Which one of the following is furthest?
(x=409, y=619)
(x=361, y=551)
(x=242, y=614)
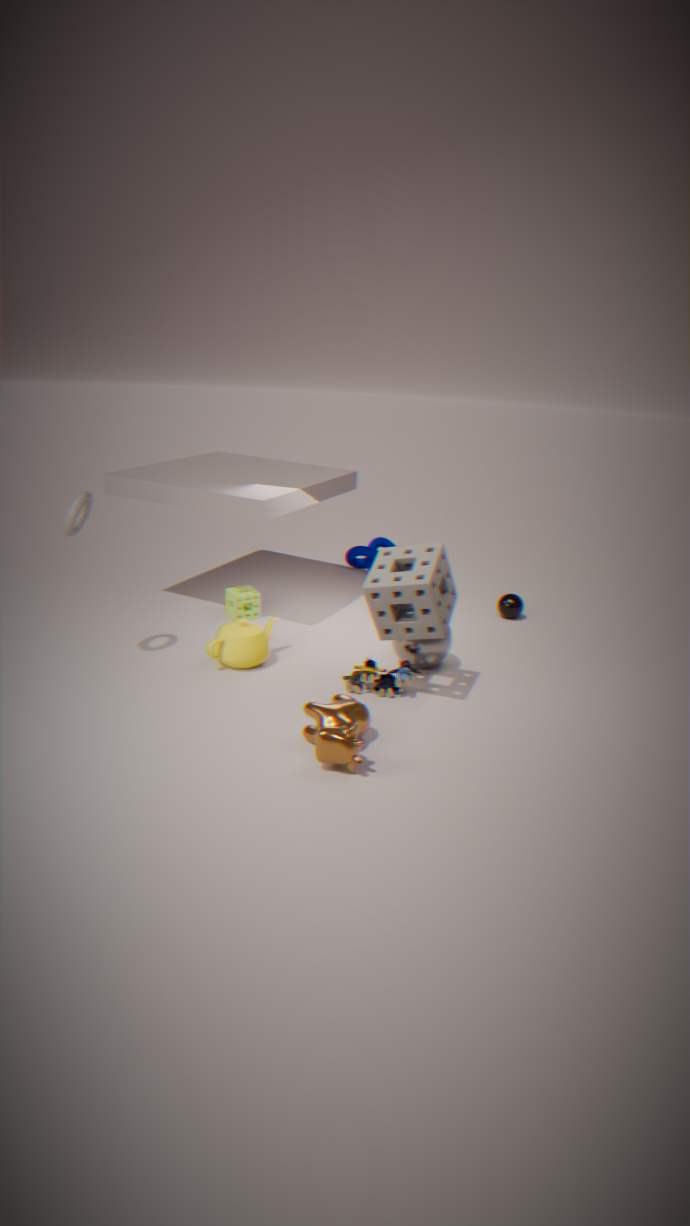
(x=361, y=551)
